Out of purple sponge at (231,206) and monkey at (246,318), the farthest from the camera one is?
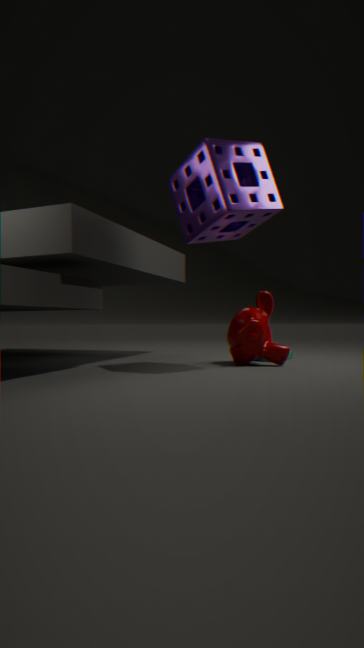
monkey at (246,318)
